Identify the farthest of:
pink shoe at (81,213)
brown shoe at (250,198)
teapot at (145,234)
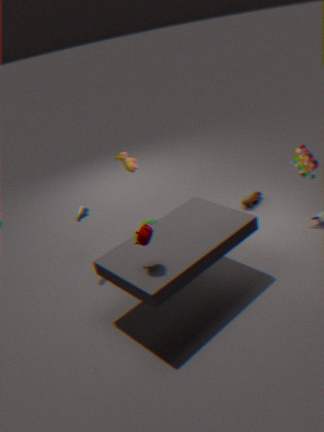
brown shoe at (250,198)
